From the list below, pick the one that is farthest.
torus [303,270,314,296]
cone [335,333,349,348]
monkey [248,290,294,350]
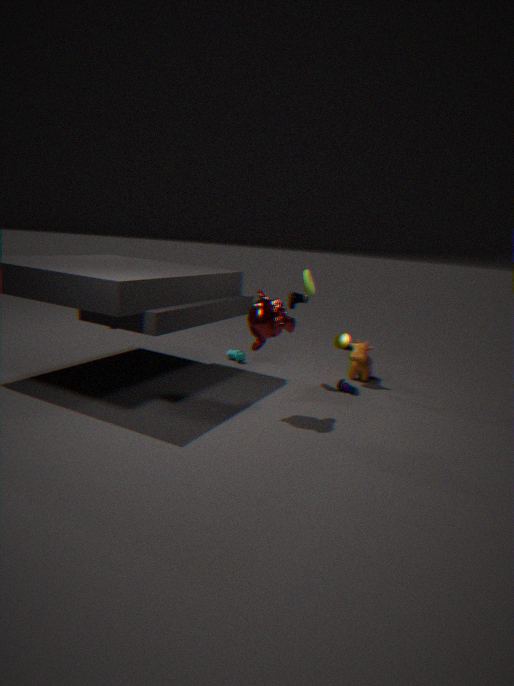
cone [335,333,349,348]
